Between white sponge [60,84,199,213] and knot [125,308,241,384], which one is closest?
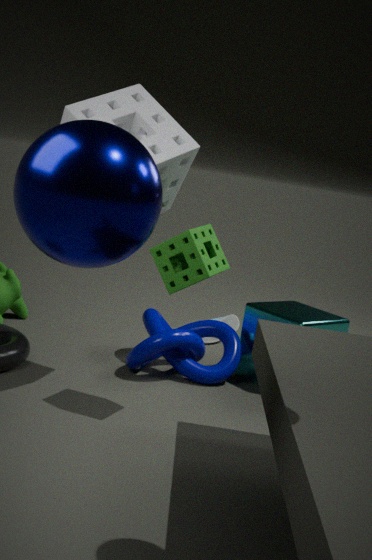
white sponge [60,84,199,213]
